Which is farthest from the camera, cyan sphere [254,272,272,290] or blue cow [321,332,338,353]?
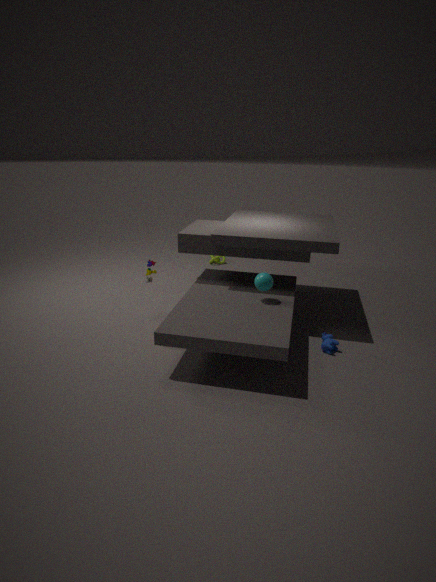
cyan sphere [254,272,272,290]
